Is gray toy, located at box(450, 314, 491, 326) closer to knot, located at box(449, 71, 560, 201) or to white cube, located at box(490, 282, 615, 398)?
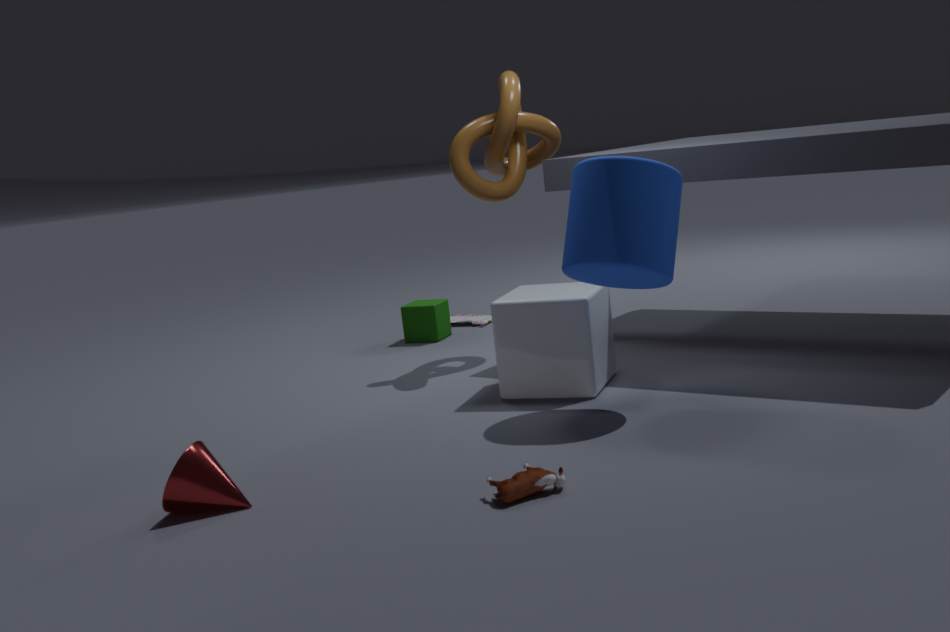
knot, located at box(449, 71, 560, 201)
